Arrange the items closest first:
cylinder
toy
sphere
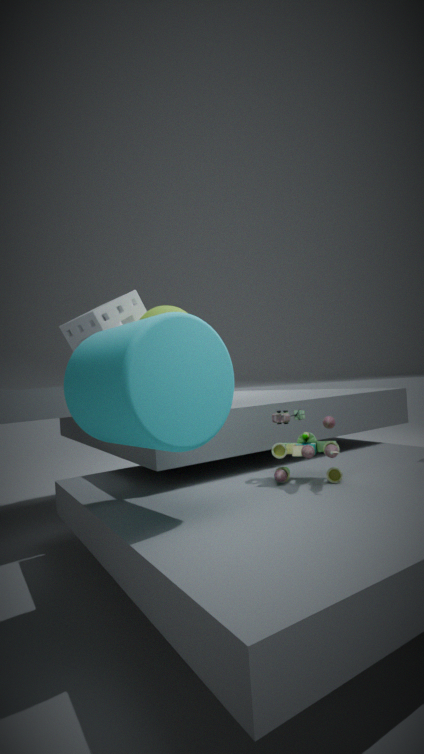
cylinder < toy < sphere
